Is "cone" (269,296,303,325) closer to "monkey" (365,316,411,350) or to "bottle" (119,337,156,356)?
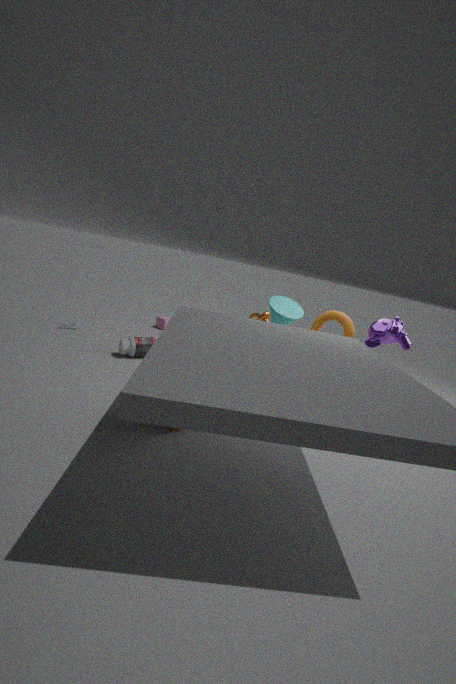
"monkey" (365,316,411,350)
